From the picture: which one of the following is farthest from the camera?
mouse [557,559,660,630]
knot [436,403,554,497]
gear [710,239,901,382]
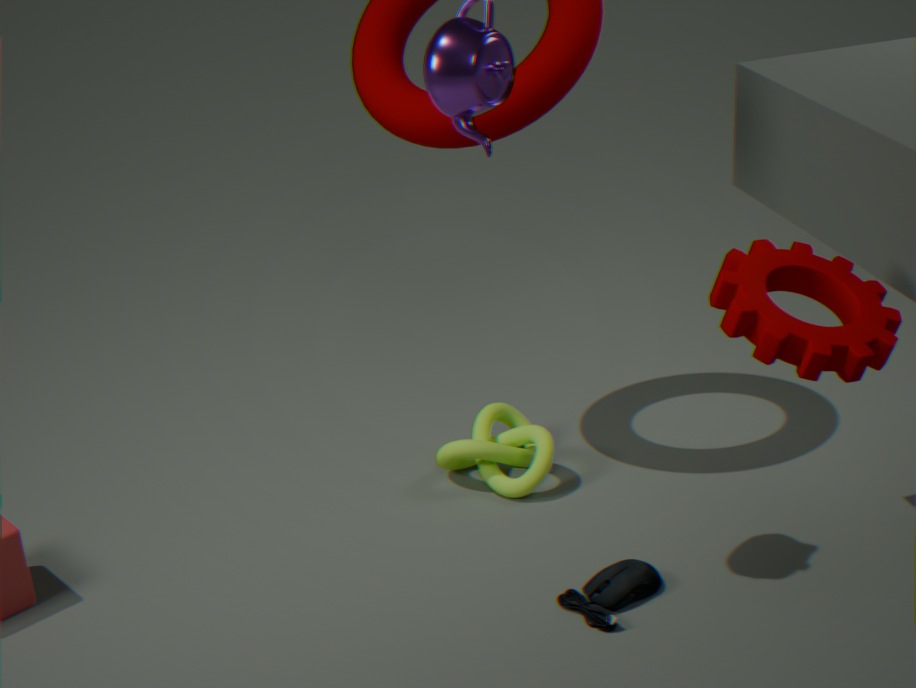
knot [436,403,554,497]
